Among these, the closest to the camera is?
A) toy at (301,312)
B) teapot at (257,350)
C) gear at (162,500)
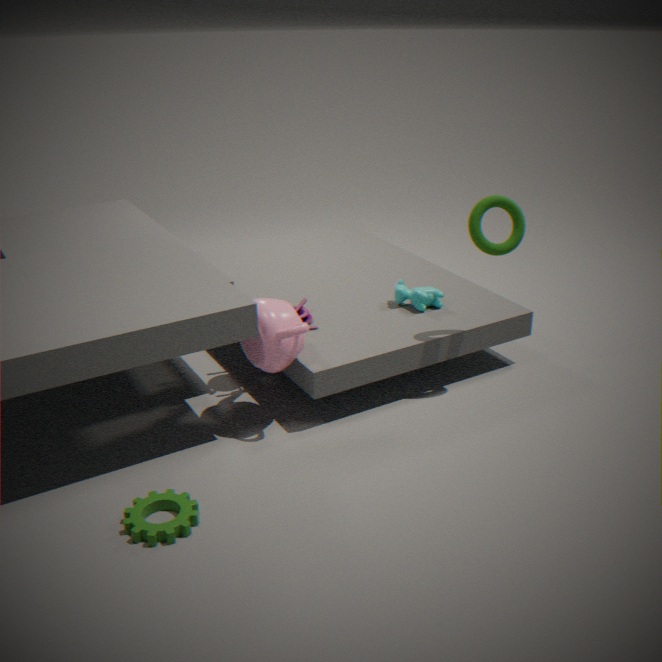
gear at (162,500)
